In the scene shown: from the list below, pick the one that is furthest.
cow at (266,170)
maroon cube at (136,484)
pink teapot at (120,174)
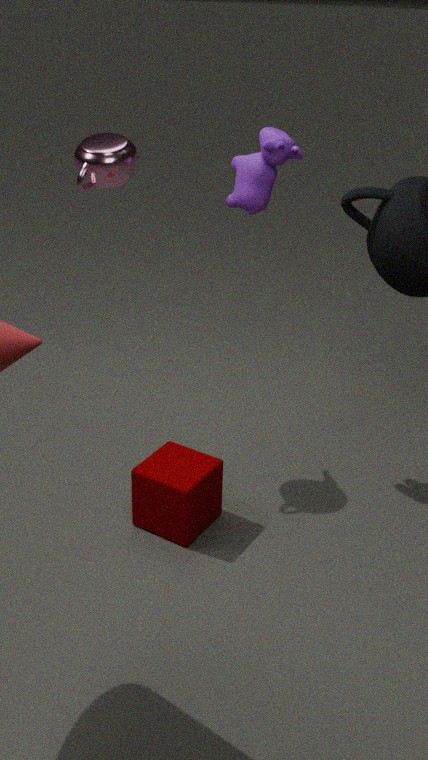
pink teapot at (120,174)
